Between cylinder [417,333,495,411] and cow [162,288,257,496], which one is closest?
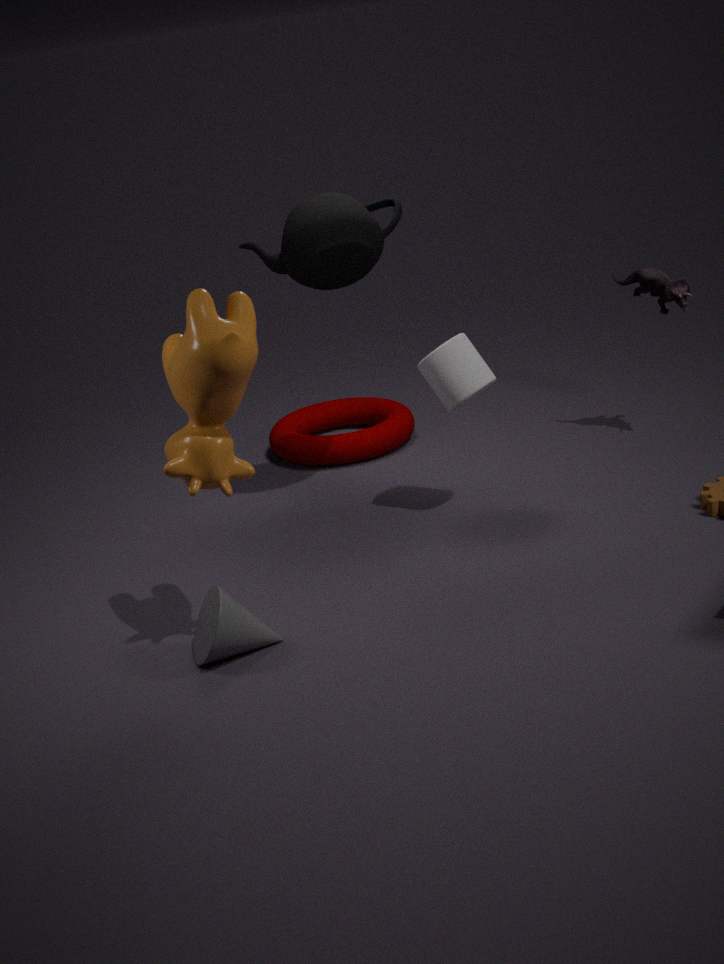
cow [162,288,257,496]
